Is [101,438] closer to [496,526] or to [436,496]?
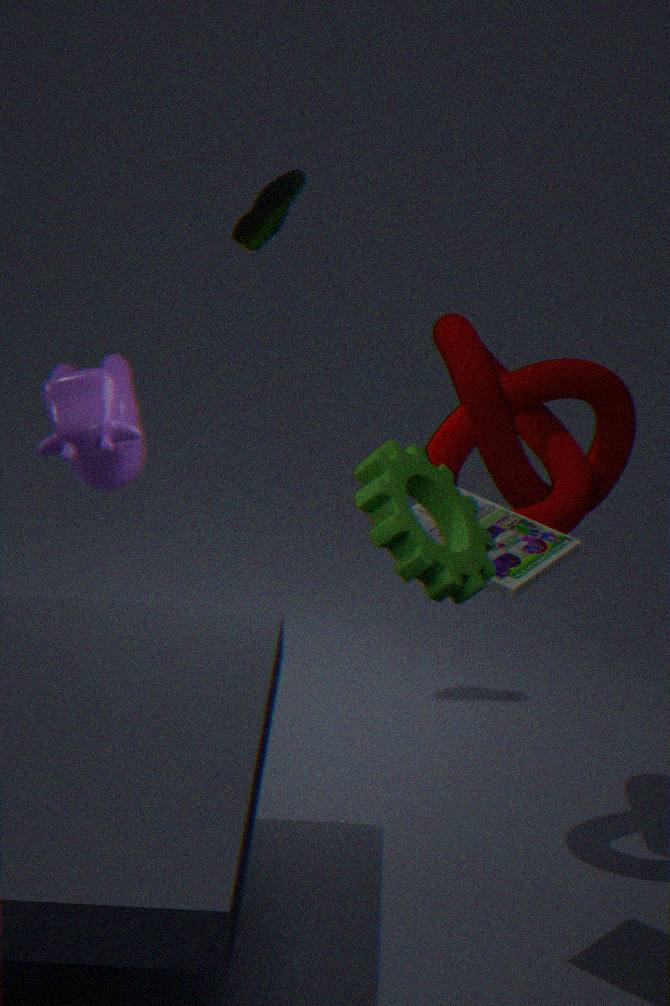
[496,526]
